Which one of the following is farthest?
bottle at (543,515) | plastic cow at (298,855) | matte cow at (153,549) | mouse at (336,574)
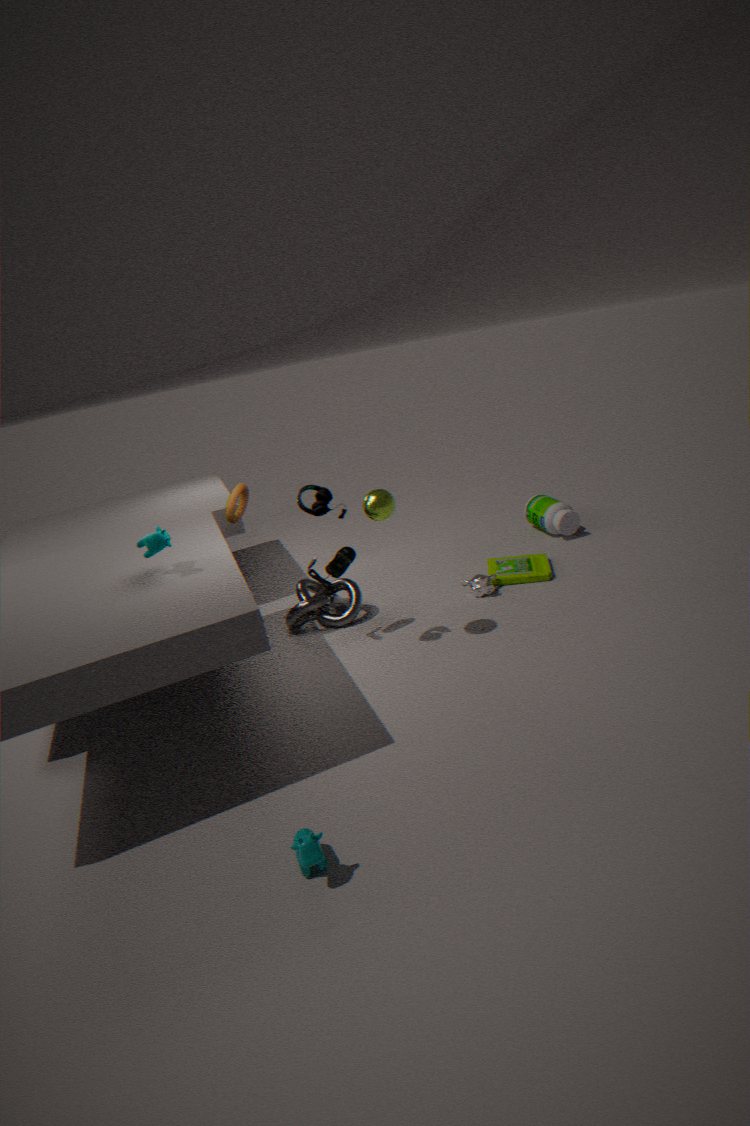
bottle at (543,515)
